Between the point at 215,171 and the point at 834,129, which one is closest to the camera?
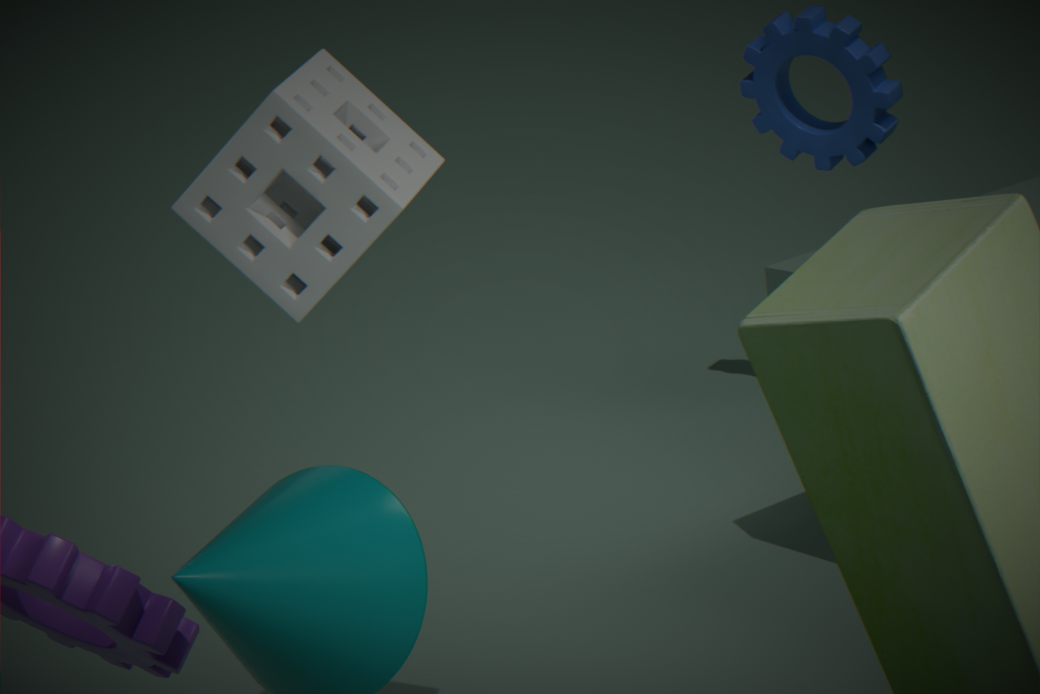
the point at 215,171
